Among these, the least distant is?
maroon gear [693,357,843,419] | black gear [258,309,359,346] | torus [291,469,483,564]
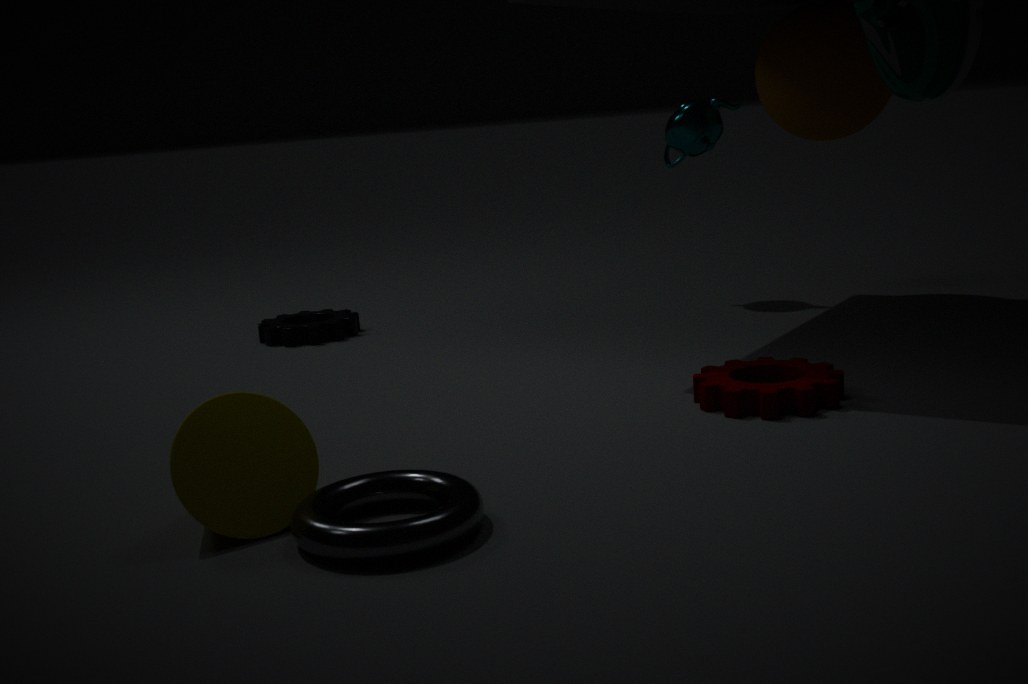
torus [291,469,483,564]
